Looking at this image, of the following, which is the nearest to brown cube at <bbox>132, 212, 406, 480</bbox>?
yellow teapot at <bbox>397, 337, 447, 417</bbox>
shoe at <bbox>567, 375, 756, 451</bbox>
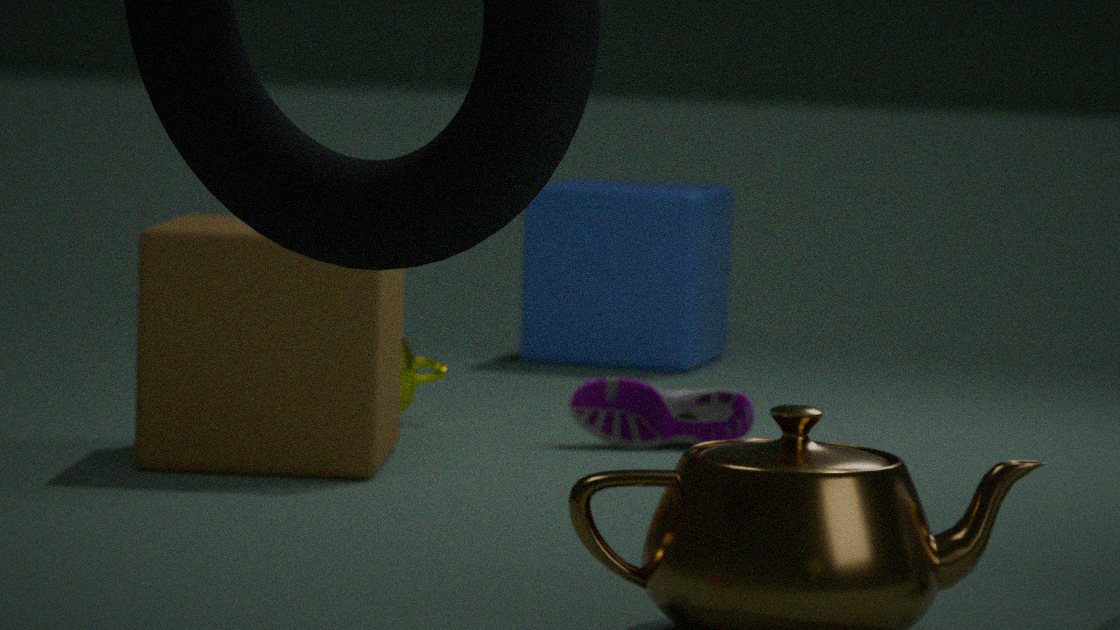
yellow teapot at <bbox>397, 337, 447, 417</bbox>
